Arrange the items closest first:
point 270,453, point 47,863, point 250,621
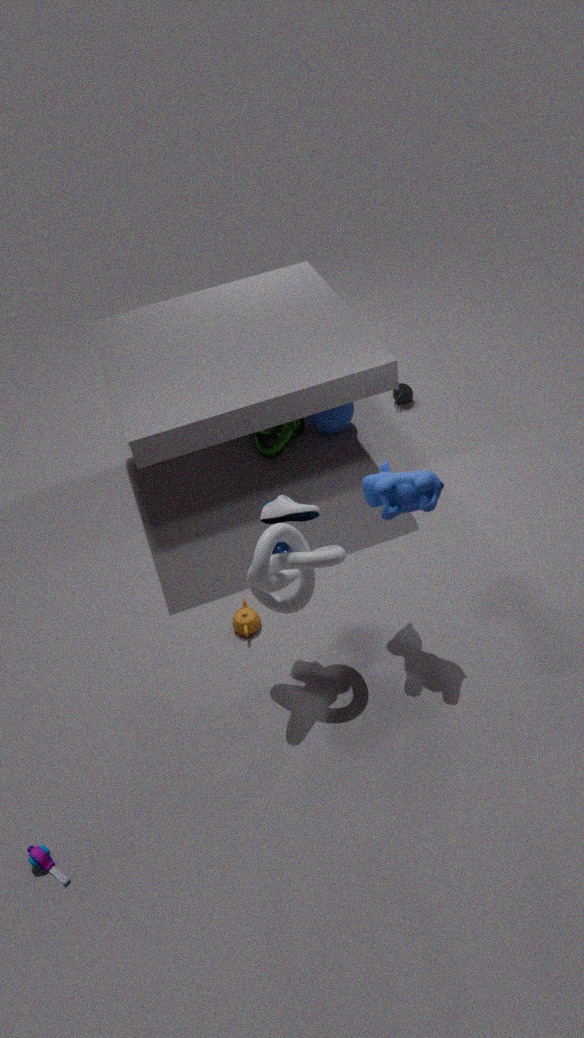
point 47,863 → point 250,621 → point 270,453
